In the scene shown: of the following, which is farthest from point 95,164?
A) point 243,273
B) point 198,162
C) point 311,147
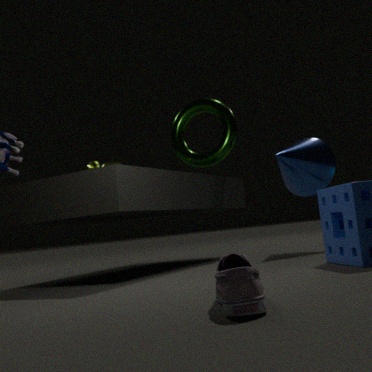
point 243,273
